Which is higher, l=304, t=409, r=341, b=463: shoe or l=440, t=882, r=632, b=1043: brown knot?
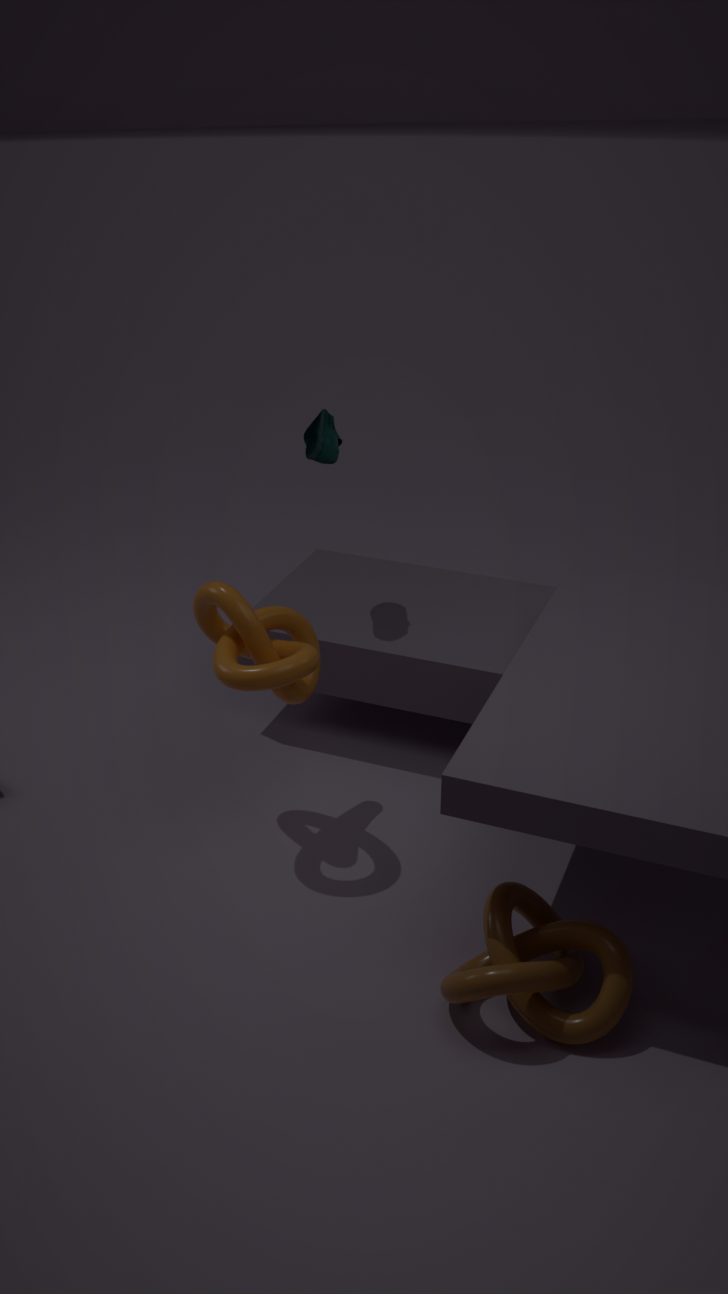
l=304, t=409, r=341, b=463: shoe
